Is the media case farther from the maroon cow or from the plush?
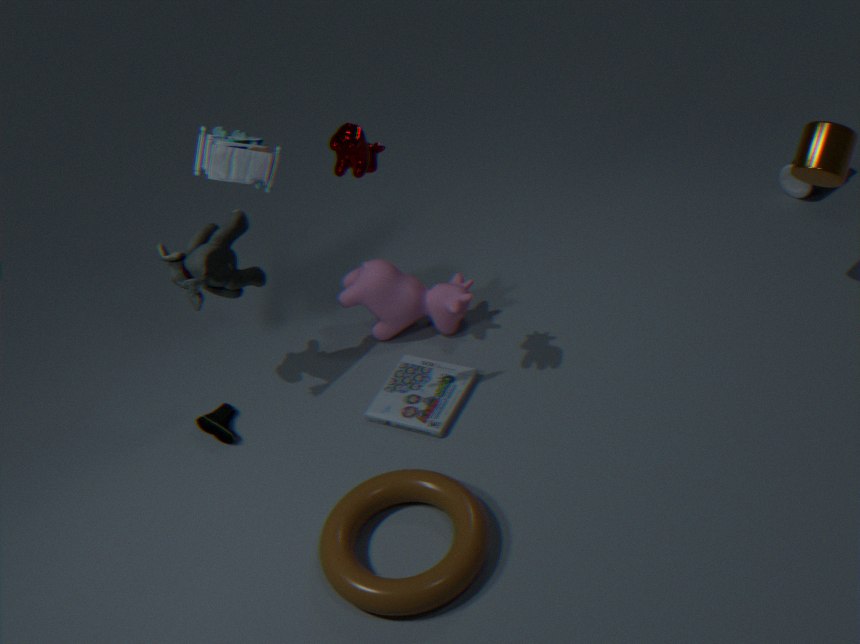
the maroon cow
